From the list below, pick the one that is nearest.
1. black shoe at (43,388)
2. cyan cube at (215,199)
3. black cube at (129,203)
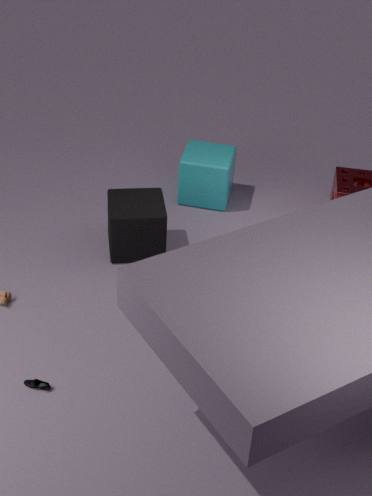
black shoe at (43,388)
